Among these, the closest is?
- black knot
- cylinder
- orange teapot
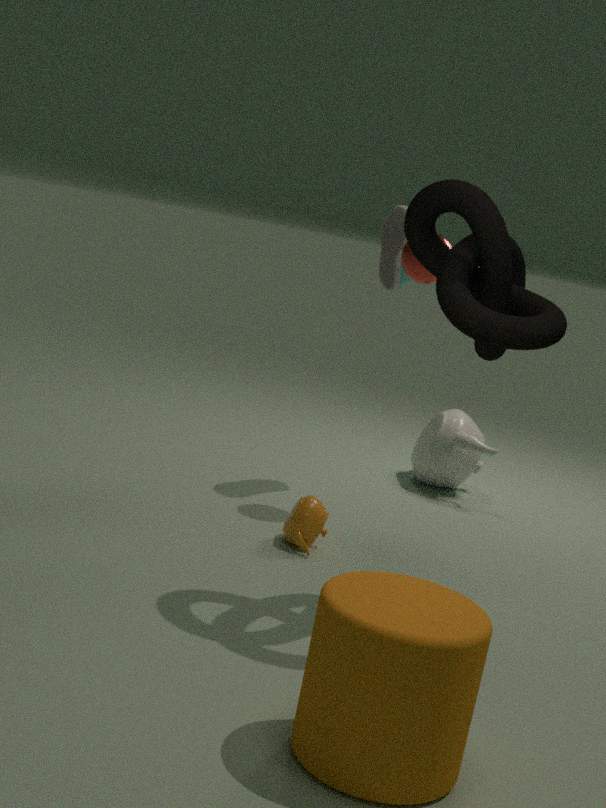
cylinder
